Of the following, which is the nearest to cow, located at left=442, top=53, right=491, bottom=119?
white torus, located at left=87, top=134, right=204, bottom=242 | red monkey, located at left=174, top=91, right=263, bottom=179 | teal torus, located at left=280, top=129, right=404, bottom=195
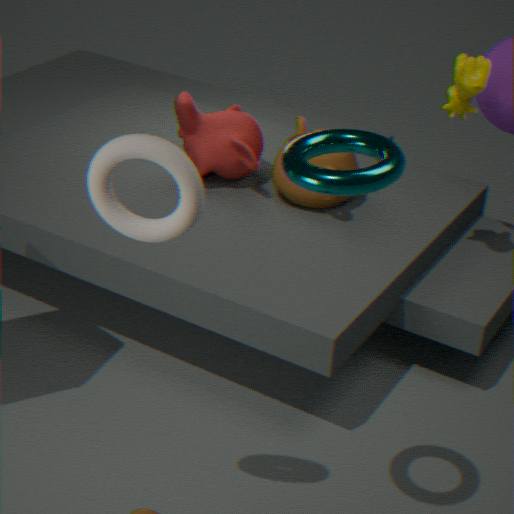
red monkey, located at left=174, top=91, right=263, bottom=179
